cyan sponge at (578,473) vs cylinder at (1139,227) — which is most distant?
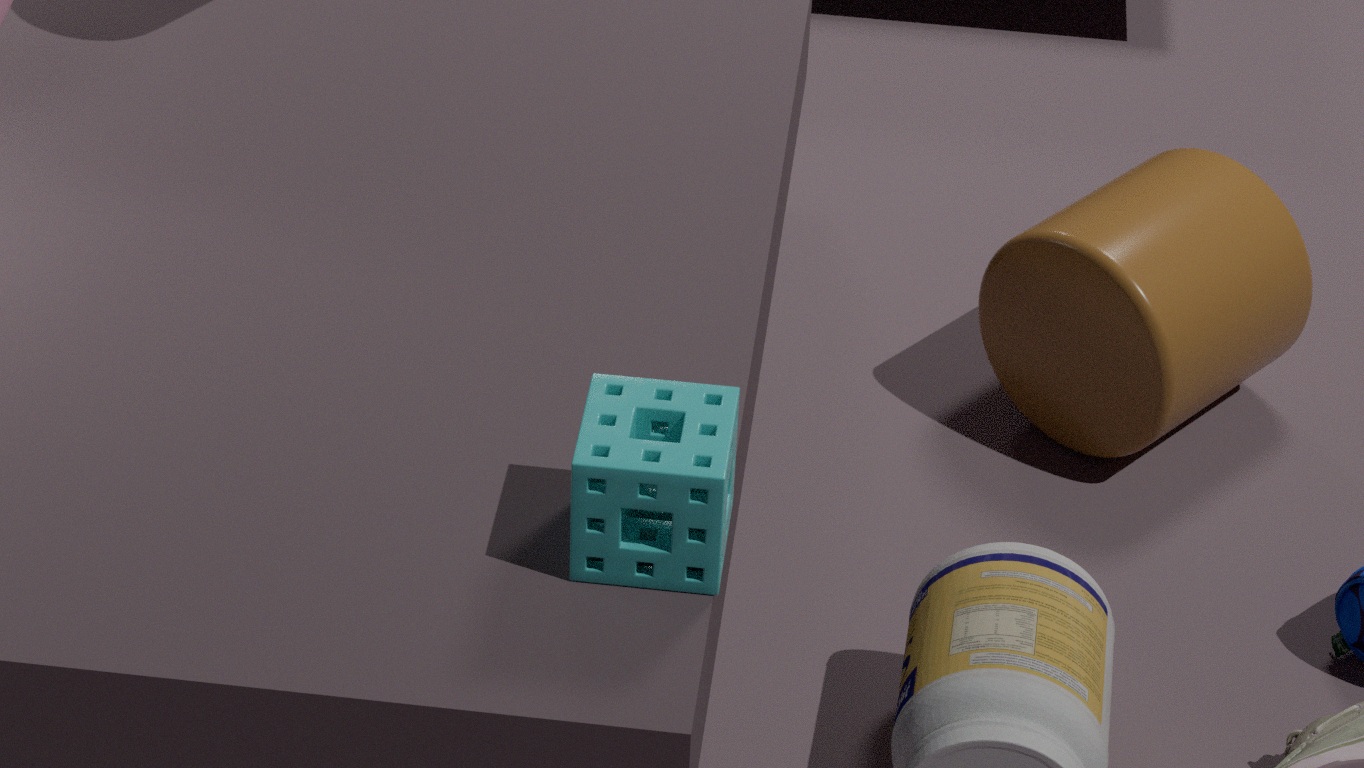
cylinder at (1139,227)
